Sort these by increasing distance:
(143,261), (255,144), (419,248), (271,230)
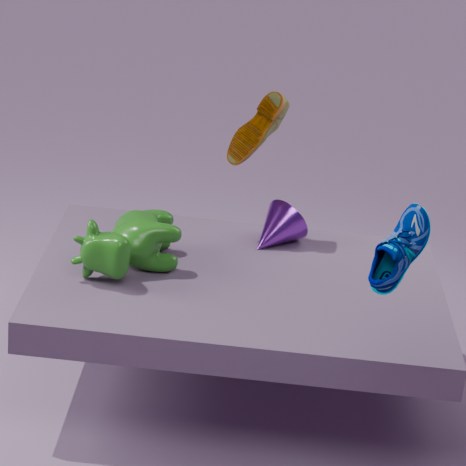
(419,248)
(143,261)
(255,144)
(271,230)
